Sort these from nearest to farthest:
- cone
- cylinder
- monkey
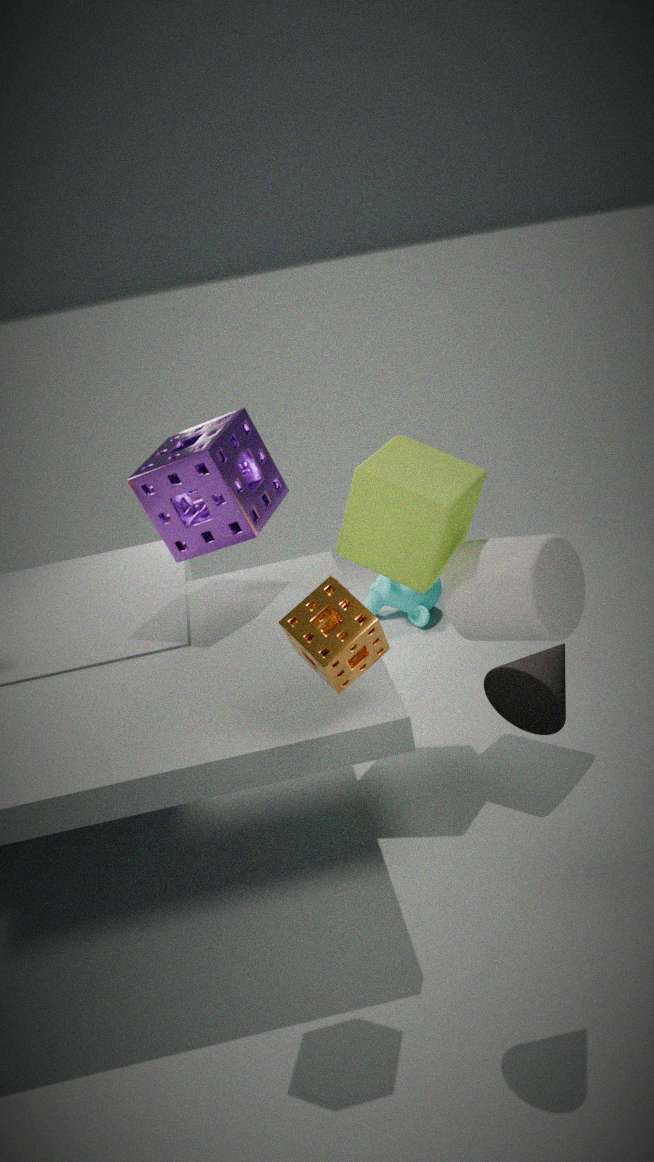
cone < cylinder < monkey
